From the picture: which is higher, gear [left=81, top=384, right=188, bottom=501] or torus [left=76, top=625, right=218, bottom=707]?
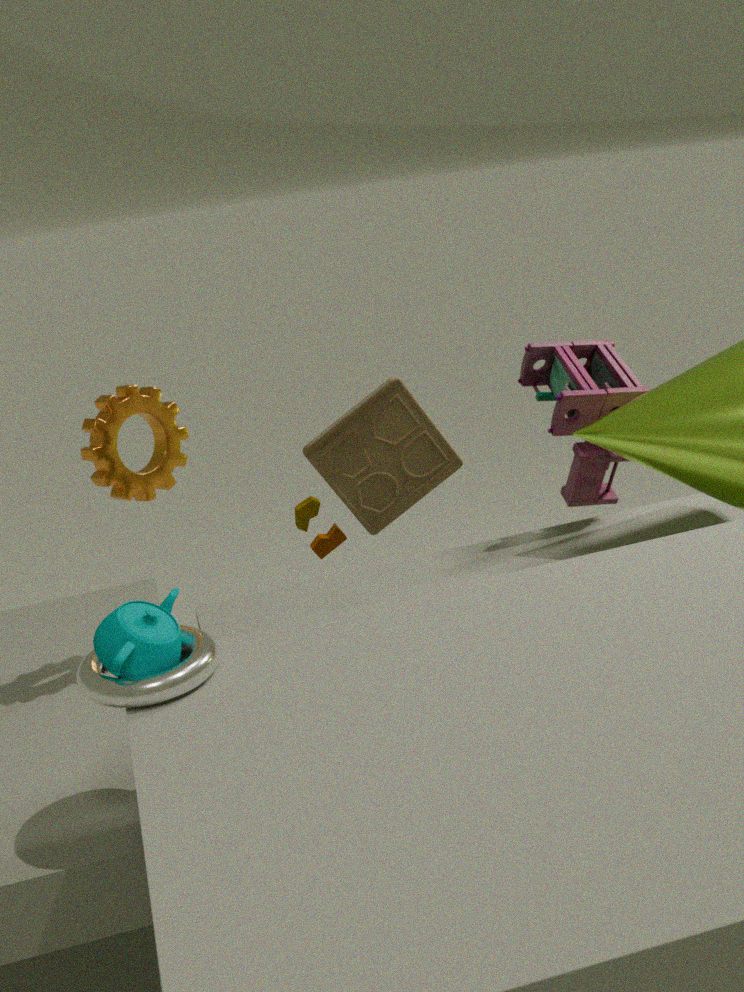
gear [left=81, top=384, right=188, bottom=501]
